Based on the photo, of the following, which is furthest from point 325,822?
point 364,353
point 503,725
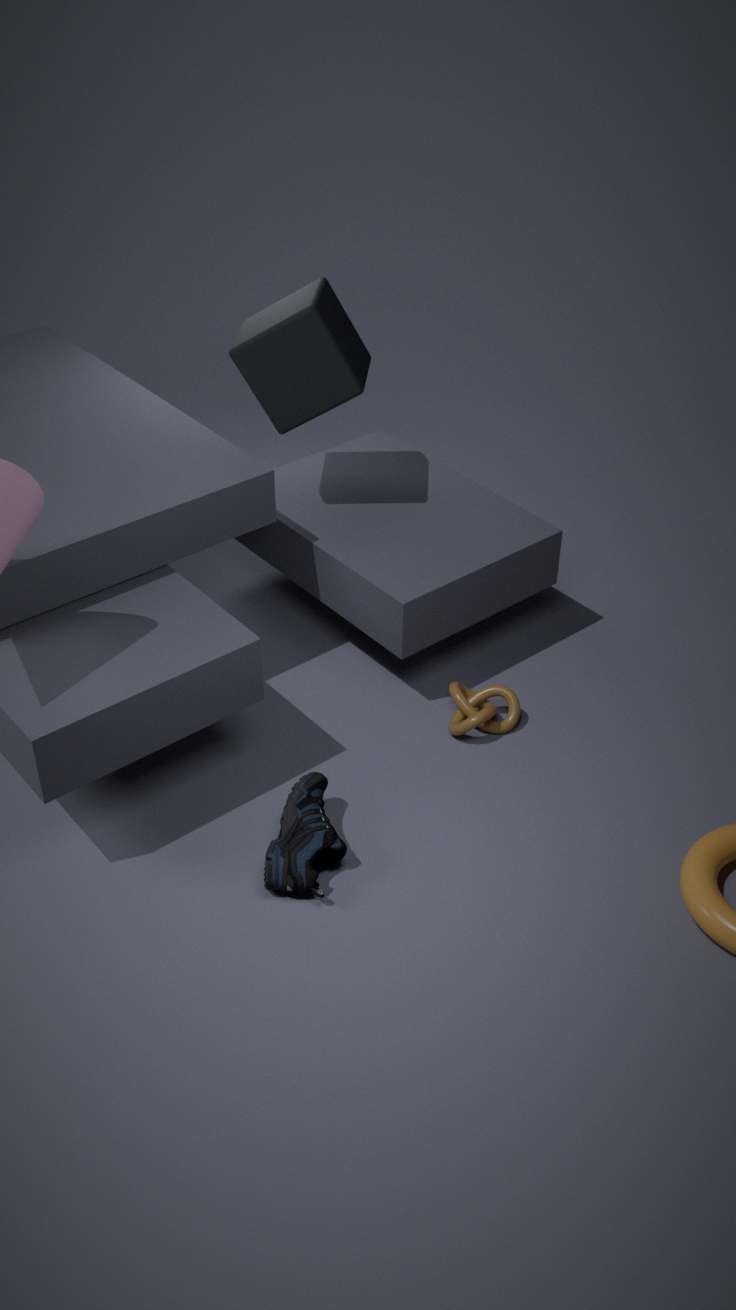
point 364,353
